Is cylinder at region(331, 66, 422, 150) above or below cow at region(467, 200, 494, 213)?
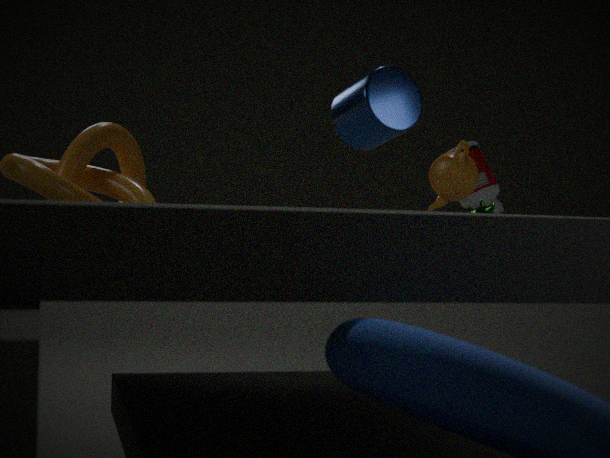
above
